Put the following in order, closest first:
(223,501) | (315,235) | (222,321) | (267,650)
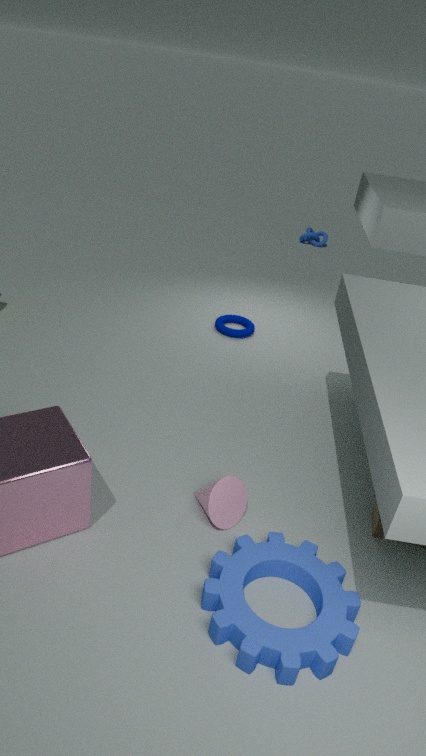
(267,650), (223,501), (222,321), (315,235)
